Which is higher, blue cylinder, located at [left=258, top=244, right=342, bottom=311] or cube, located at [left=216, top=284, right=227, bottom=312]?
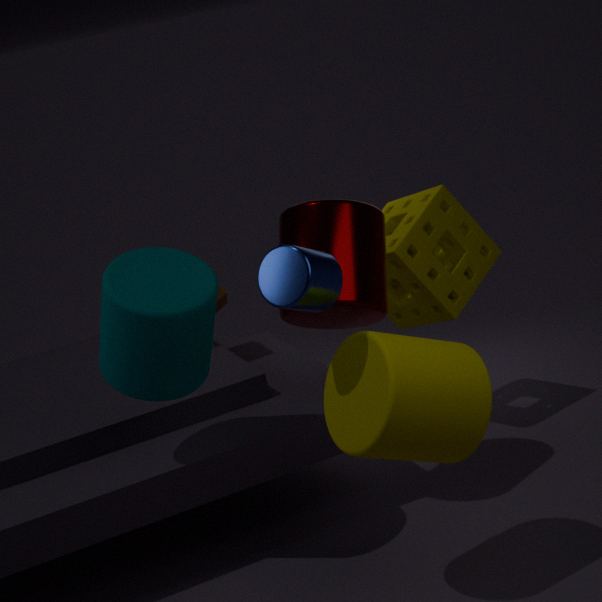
blue cylinder, located at [left=258, top=244, right=342, bottom=311]
